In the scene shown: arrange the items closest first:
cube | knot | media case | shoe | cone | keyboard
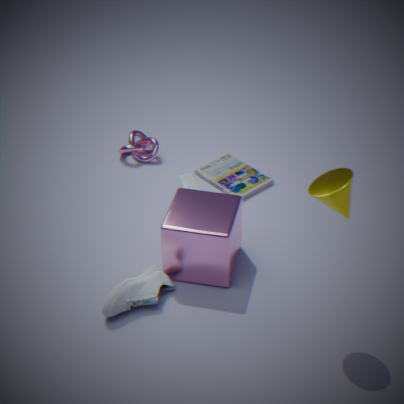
cone < shoe < cube < media case < keyboard < knot
